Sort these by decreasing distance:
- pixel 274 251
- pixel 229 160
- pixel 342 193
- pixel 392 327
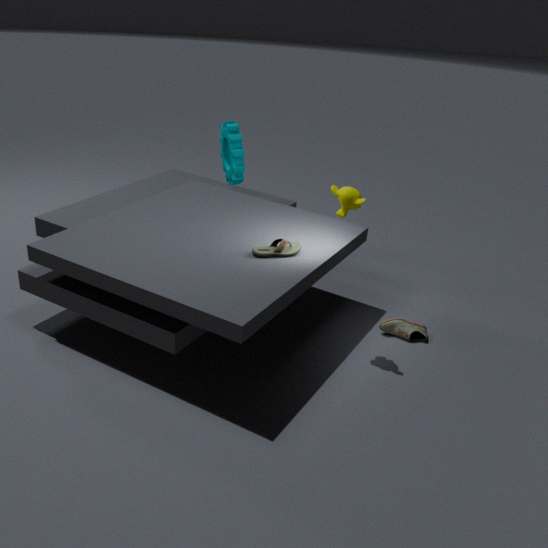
pixel 229 160 → pixel 392 327 → pixel 274 251 → pixel 342 193
